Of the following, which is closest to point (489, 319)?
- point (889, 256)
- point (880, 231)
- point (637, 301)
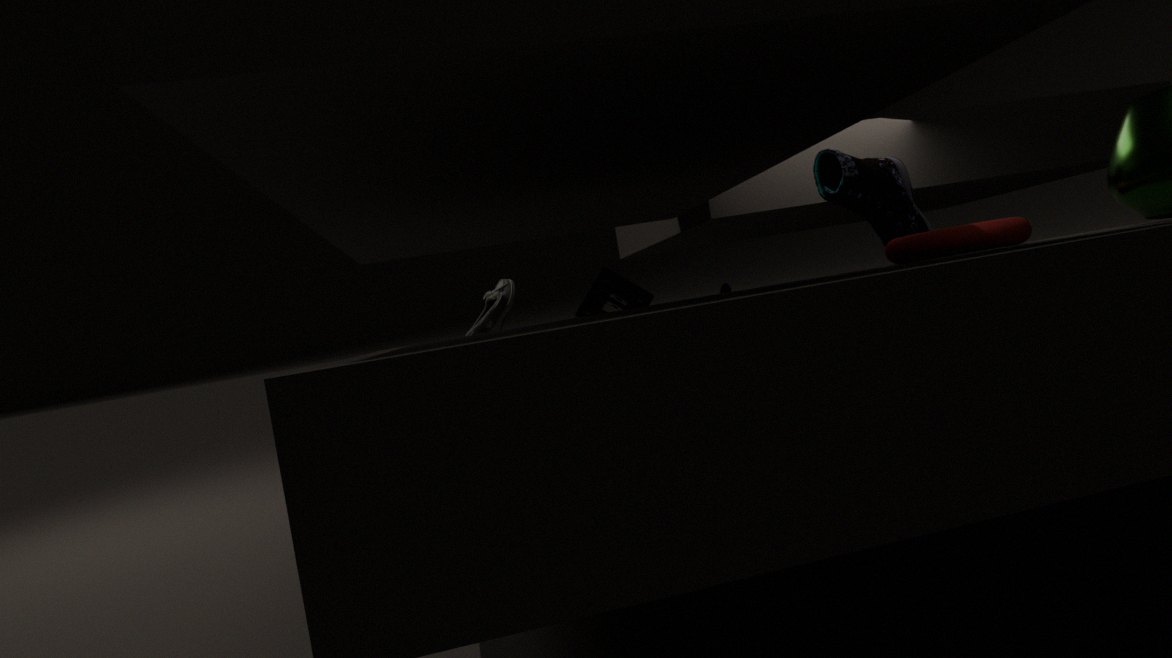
point (637, 301)
